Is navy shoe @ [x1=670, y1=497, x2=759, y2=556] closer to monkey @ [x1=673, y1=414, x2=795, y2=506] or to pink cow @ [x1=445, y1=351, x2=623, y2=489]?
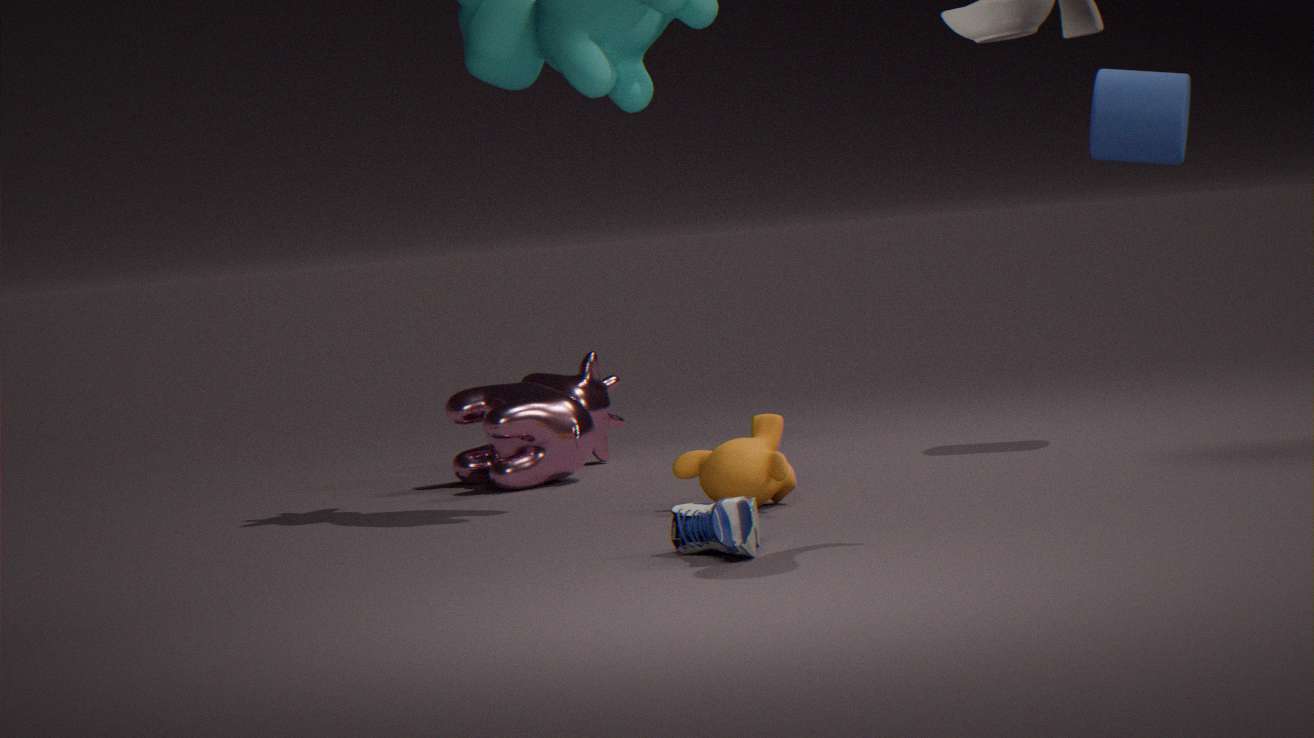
monkey @ [x1=673, y1=414, x2=795, y2=506]
